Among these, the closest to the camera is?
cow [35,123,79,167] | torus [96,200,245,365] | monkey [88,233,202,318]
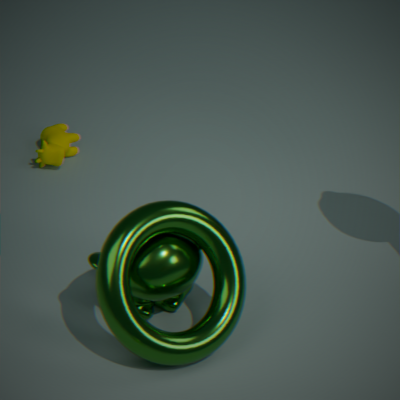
torus [96,200,245,365]
